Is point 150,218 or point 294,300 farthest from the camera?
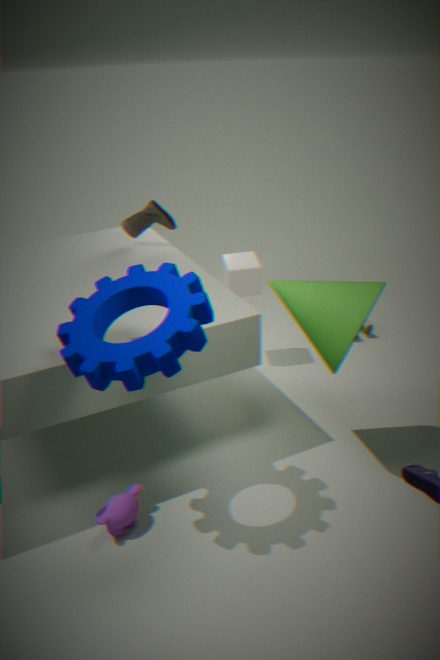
point 150,218
